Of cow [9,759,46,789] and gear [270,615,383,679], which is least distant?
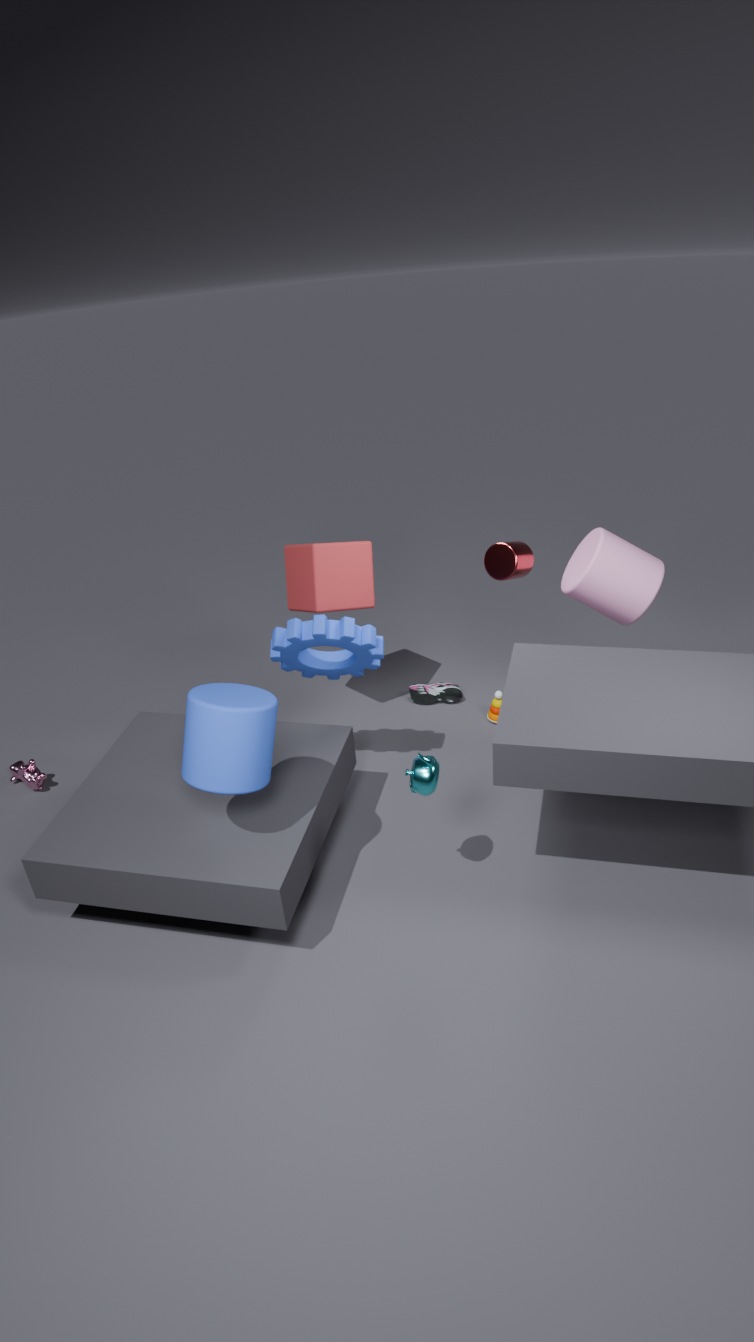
gear [270,615,383,679]
